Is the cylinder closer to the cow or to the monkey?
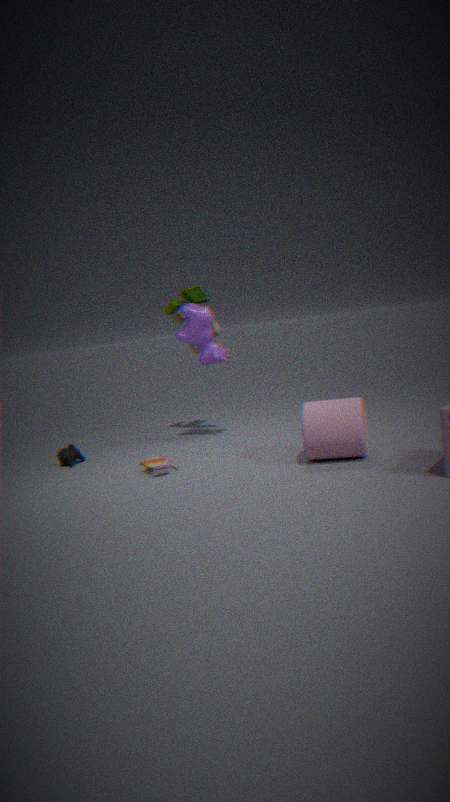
the cow
